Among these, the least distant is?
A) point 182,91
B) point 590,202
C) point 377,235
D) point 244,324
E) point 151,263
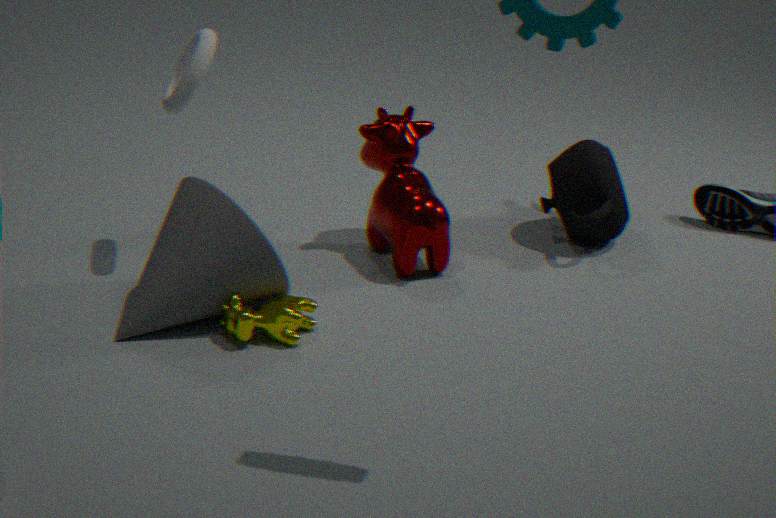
point 244,324
